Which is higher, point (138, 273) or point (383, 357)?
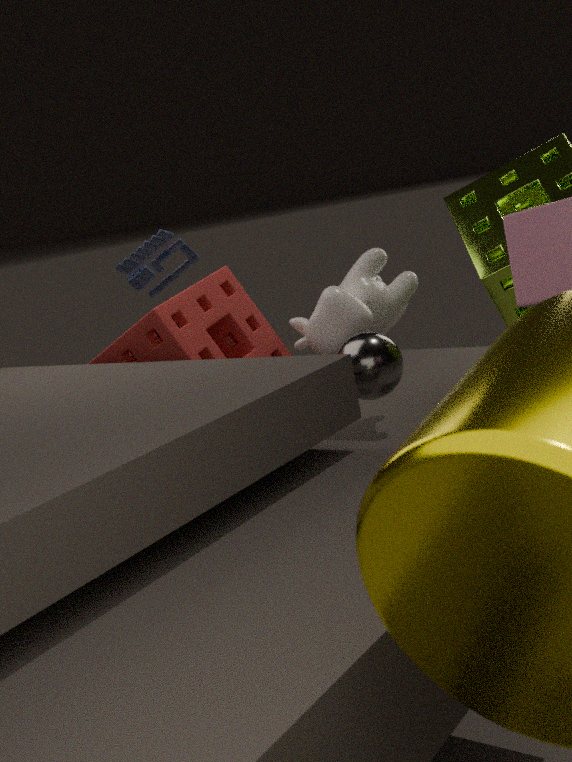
point (138, 273)
